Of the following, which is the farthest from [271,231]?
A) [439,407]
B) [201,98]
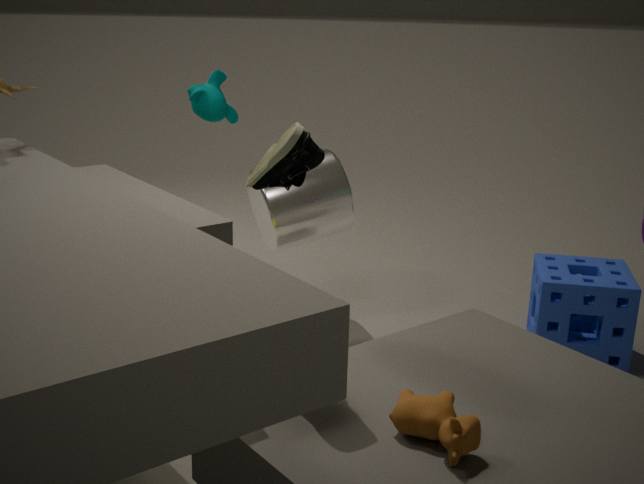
[439,407]
